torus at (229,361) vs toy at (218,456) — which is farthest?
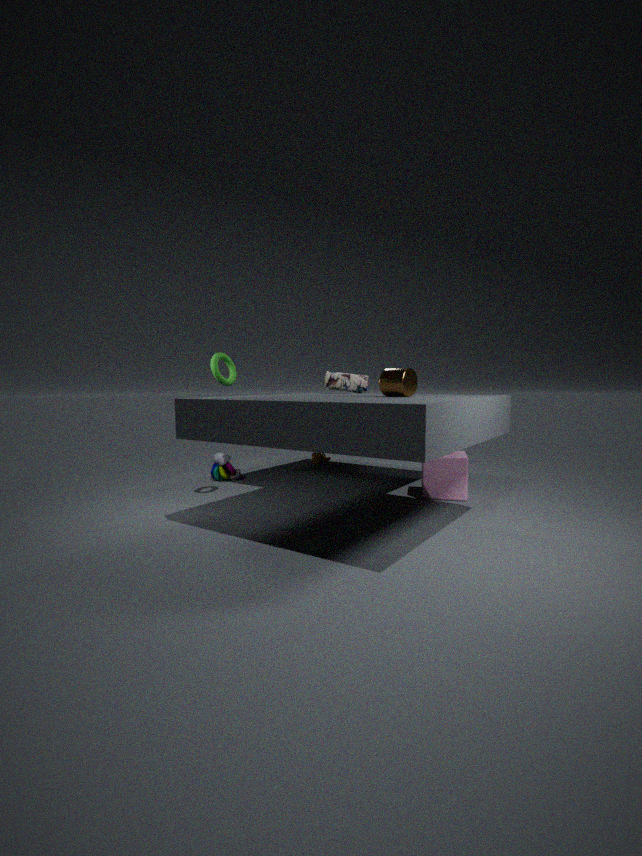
toy at (218,456)
